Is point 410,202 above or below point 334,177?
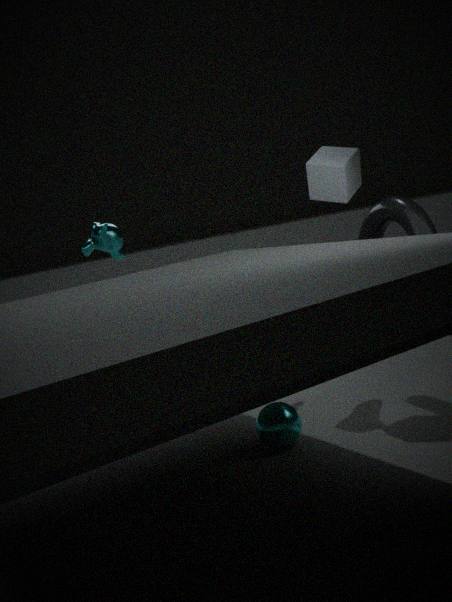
below
